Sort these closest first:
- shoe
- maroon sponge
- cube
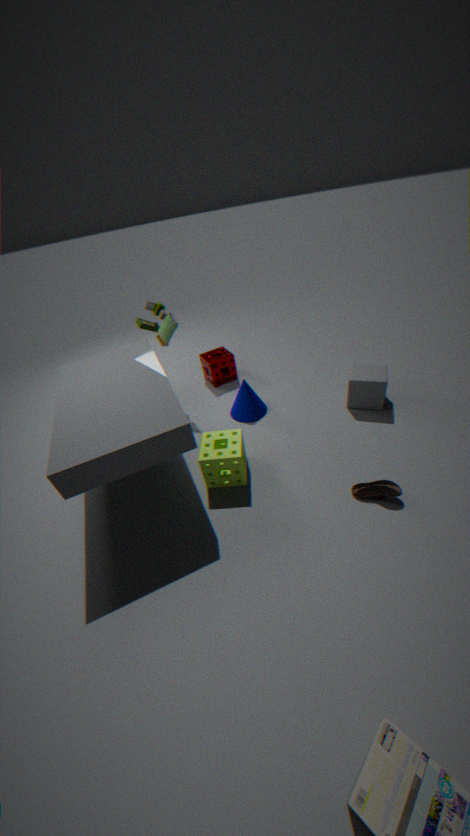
shoe < cube < maroon sponge
